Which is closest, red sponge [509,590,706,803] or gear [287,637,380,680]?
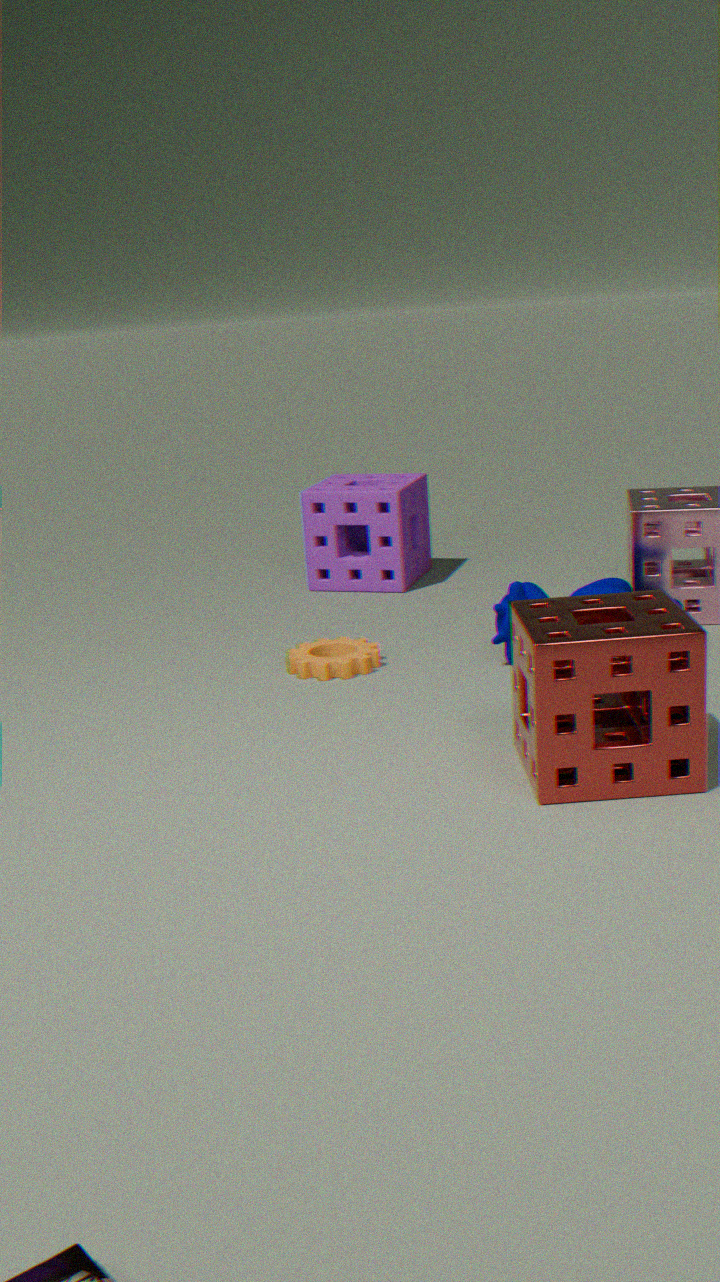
red sponge [509,590,706,803]
